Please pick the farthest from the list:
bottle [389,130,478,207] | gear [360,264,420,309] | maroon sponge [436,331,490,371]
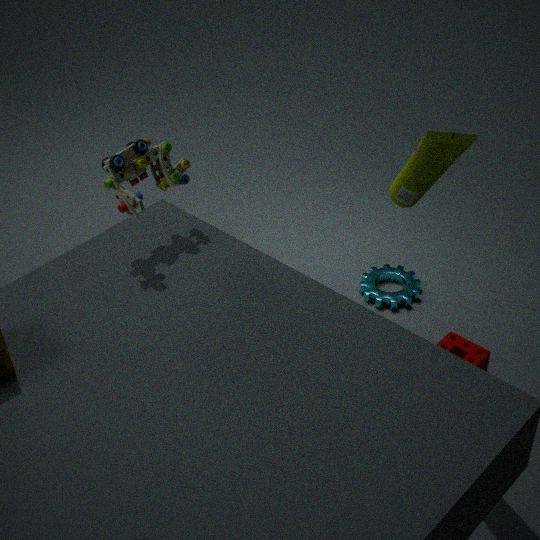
gear [360,264,420,309]
